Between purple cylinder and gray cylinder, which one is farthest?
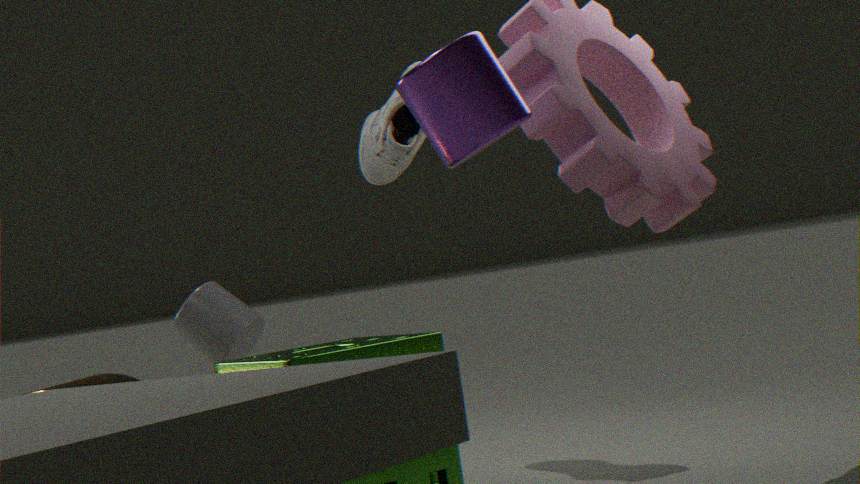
gray cylinder
